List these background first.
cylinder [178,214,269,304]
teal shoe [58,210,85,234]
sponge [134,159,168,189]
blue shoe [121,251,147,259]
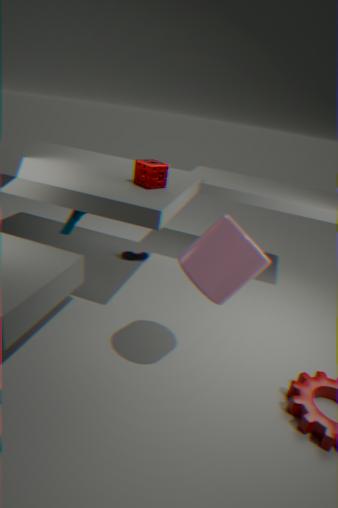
1. blue shoe [121,251,147,259]
2. teal shoe [58,210,85,234]
3. sponge [134,159,168,189]
4. cylinder [178,214,269,304]
